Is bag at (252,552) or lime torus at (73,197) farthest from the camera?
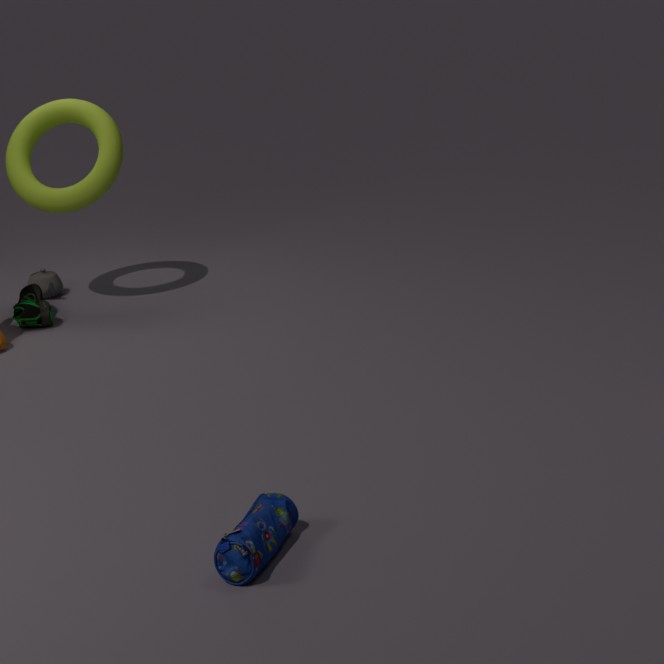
lime torus at (73,197)
